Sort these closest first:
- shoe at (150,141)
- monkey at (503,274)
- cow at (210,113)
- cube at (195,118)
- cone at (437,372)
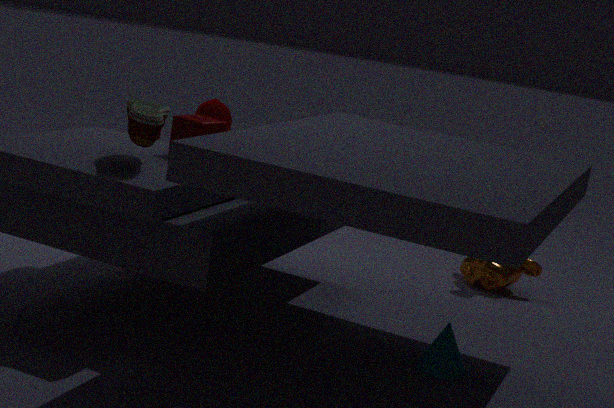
shoe at (150,141) < cone at (437,372) < cube at (195,118) < cow at (210,113) < monkey at (503,274)
